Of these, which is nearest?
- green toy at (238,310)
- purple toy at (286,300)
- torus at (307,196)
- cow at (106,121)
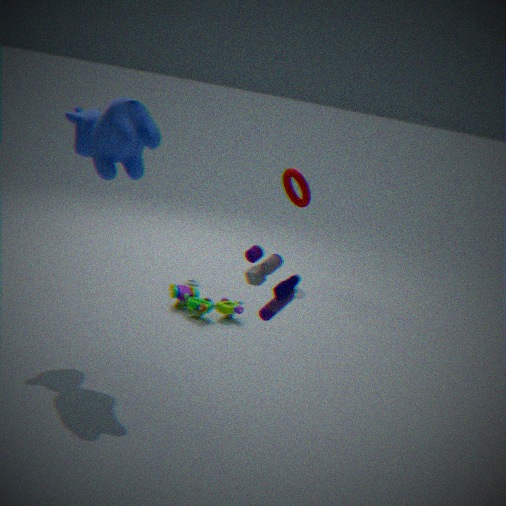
purple toy at (286,300)
